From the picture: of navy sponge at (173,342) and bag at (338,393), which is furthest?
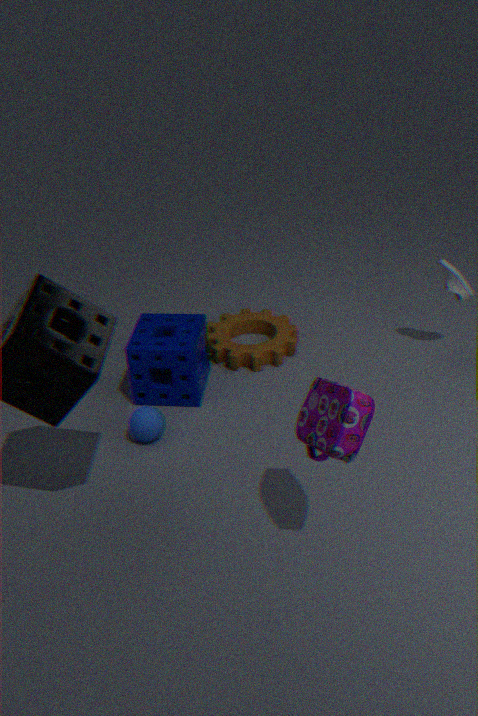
navy sponge at (173,342)
